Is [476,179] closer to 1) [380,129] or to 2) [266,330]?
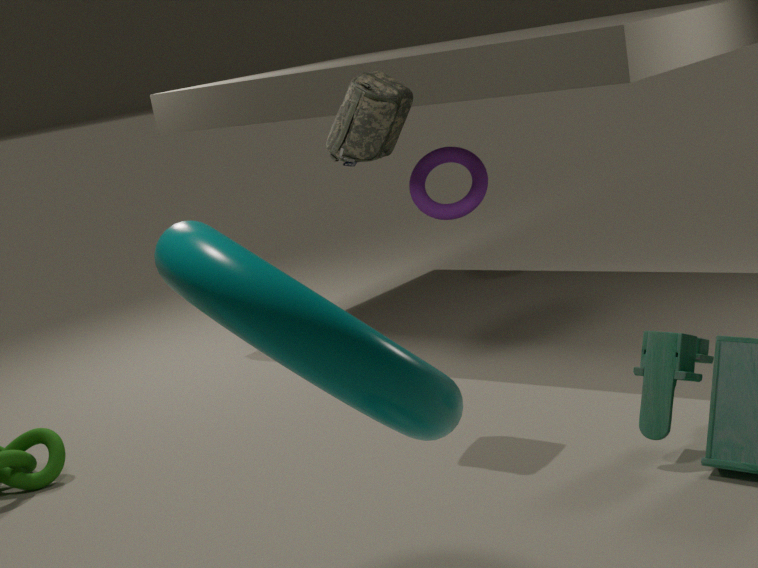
1) [380,129]
